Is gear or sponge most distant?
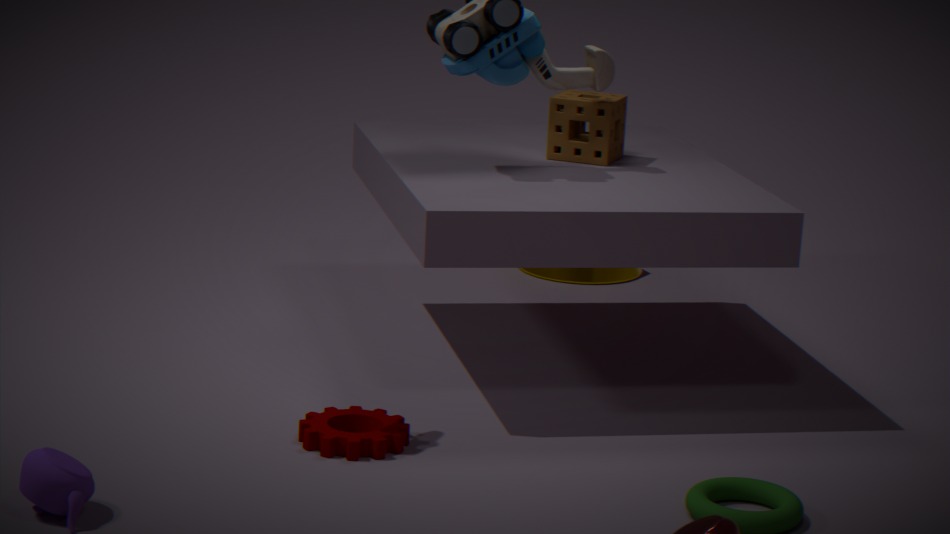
sponge
